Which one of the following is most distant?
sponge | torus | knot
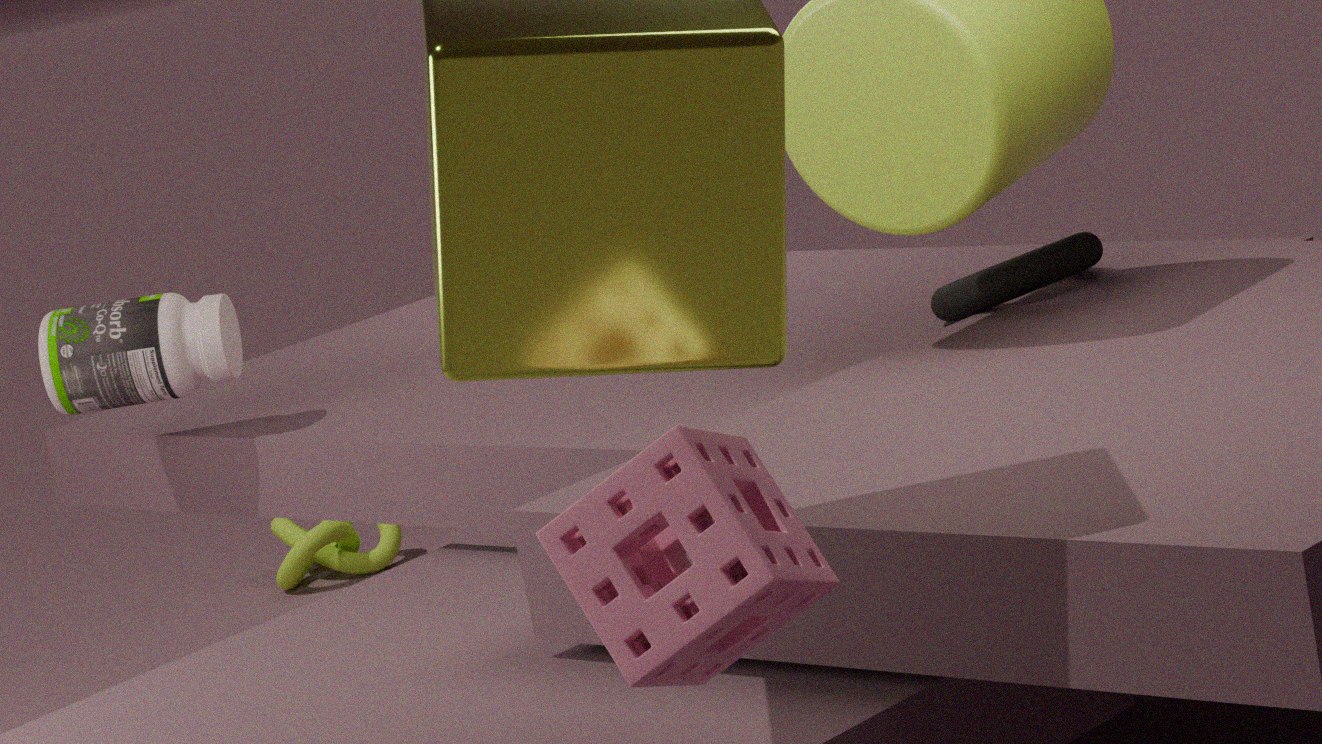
knot
